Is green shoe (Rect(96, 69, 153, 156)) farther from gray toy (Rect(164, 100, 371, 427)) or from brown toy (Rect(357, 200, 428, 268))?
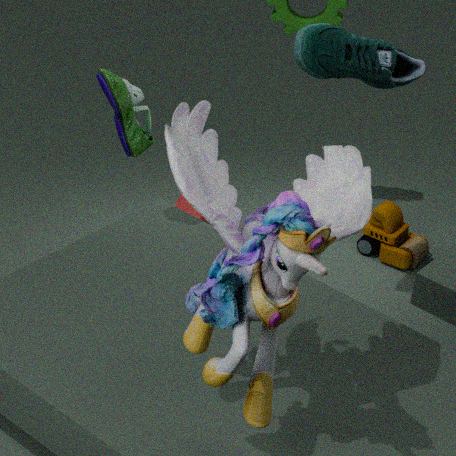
brown toy (Rect(357, 200, 428, 268))
